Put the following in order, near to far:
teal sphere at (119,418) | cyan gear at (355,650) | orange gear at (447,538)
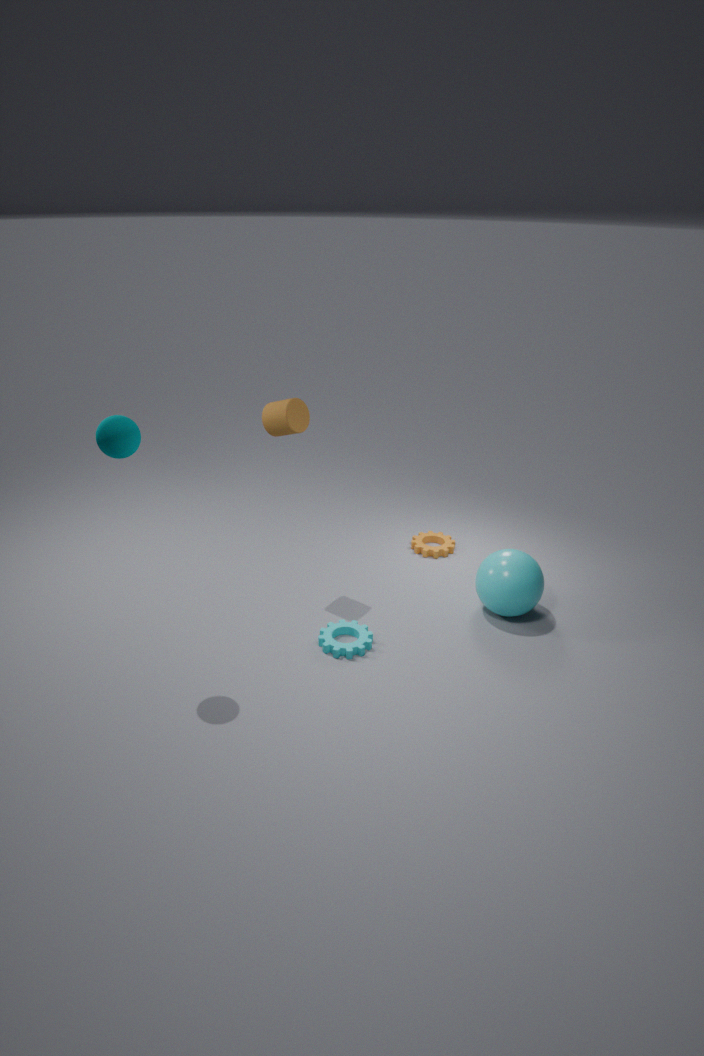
teal sphere at (119,418) → cyan gear at (355,650) → orange gear at (447,538)
